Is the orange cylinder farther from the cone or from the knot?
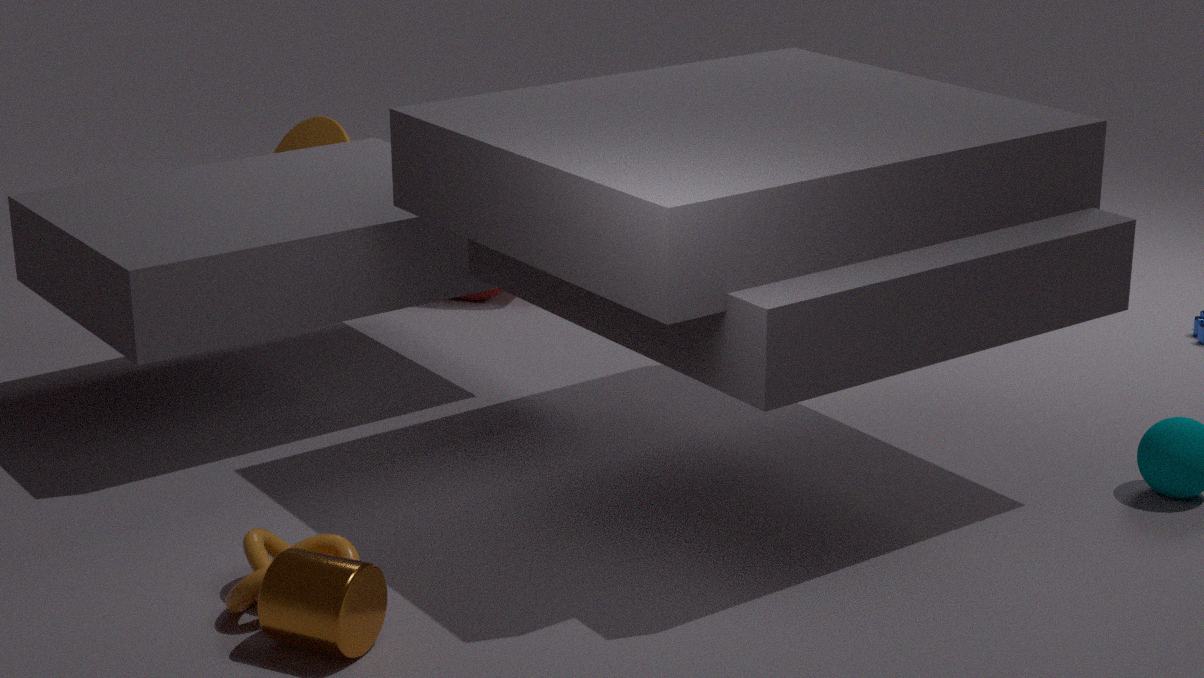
the cone
